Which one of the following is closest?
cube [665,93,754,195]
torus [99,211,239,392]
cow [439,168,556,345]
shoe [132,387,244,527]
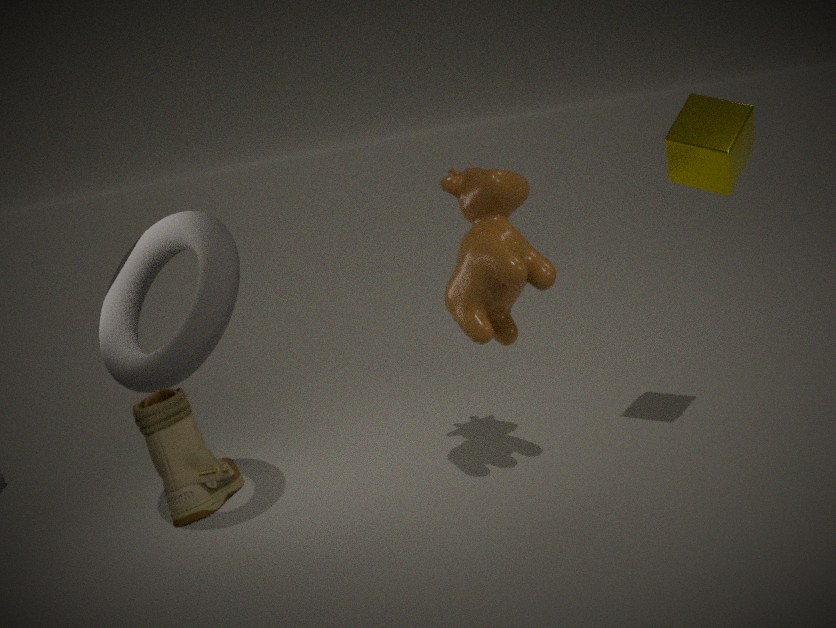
shoe [132,387,244,527]
